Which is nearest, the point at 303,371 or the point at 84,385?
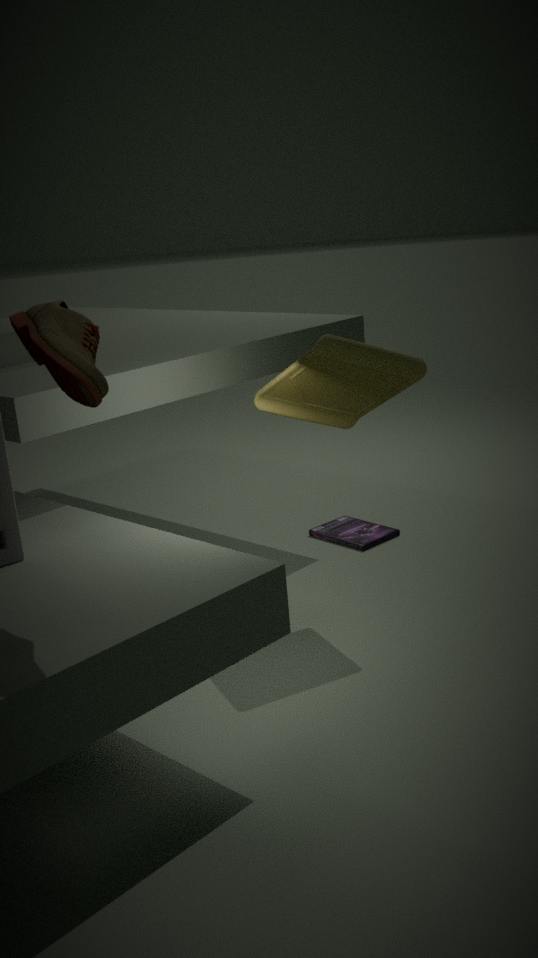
the point at 84,385
